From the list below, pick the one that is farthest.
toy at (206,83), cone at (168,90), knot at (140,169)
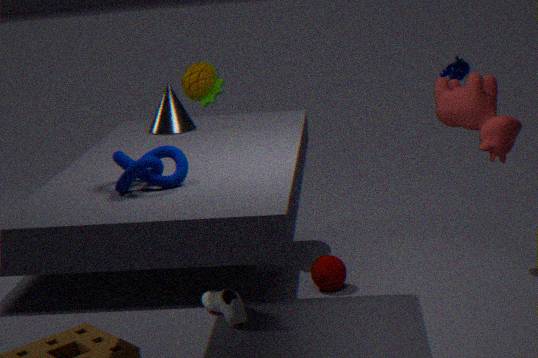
toy at (206,83)
